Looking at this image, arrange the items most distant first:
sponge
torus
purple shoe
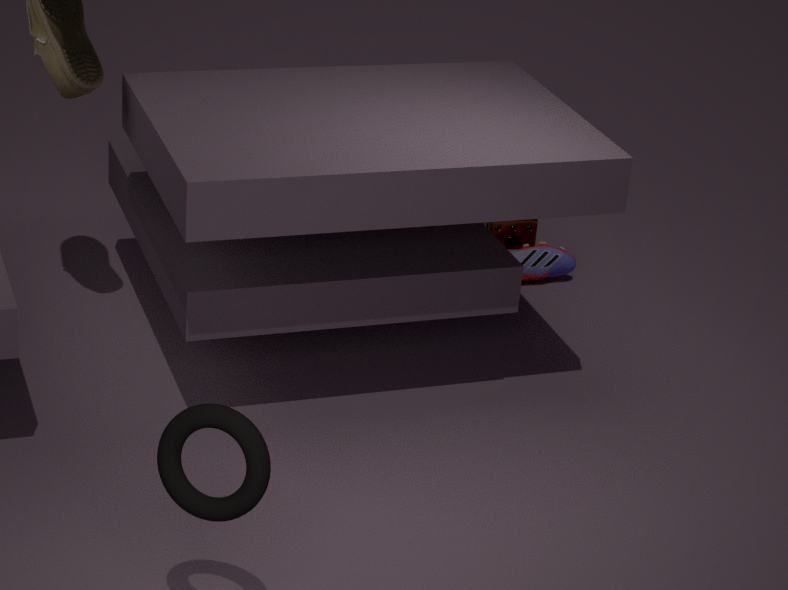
1. sponge
2. purple shoe
3. torus
